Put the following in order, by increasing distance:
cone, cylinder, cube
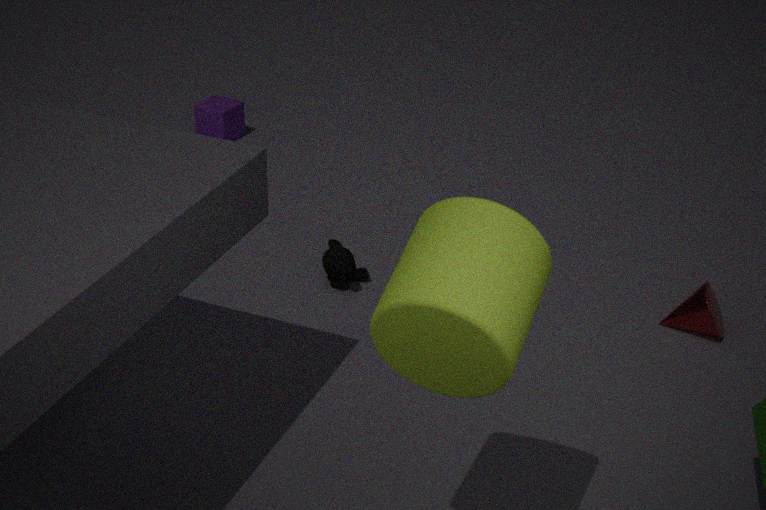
cylinder
cone
cube
